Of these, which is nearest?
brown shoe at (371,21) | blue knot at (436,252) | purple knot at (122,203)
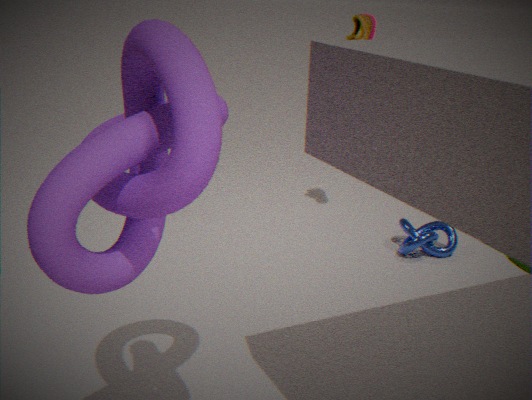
purple knot at (122,203)
